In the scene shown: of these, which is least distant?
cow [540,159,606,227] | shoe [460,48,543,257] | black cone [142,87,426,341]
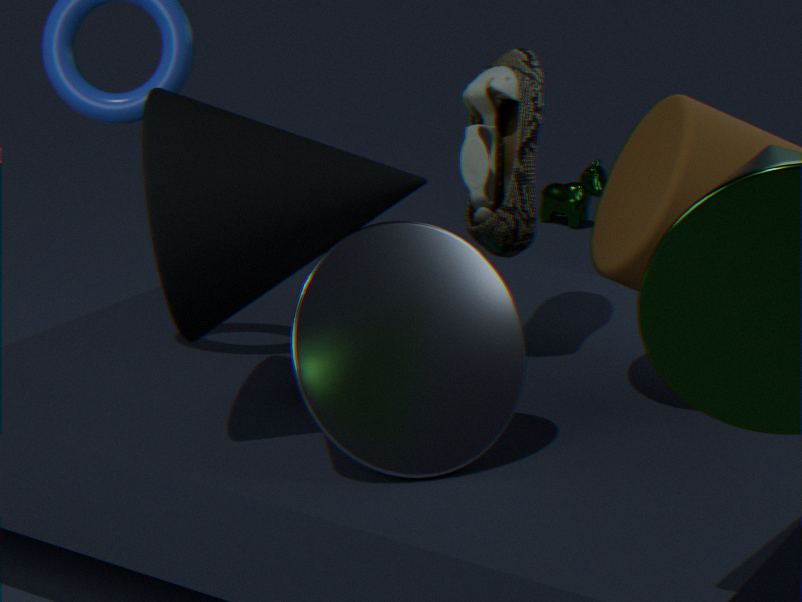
black cone [142,87,426,341]
